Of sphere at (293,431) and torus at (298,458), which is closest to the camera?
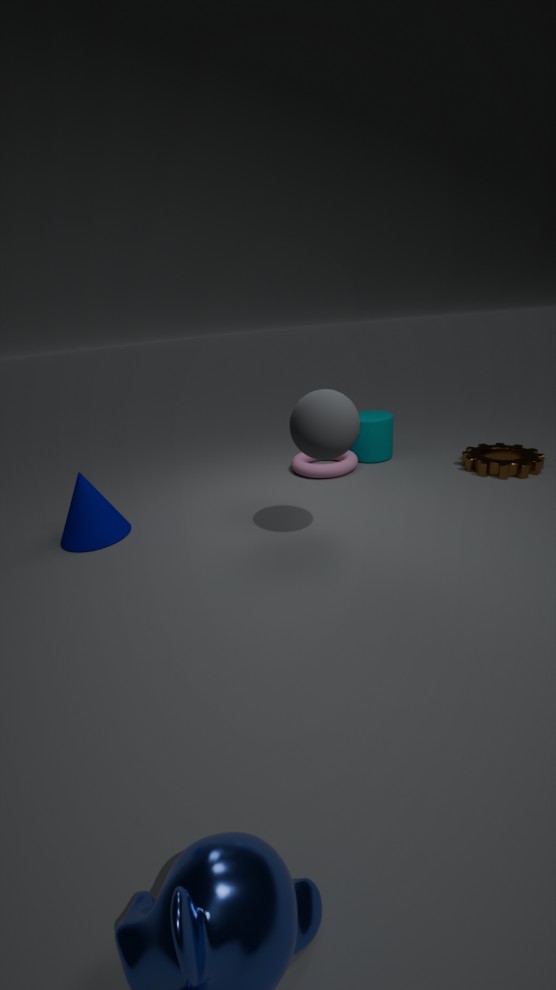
sphere at (293,431)
